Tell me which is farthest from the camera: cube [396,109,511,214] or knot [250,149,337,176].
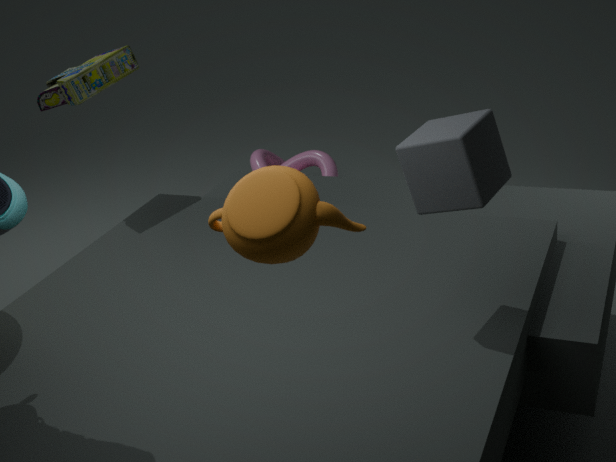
knot [250,149,337,176]
